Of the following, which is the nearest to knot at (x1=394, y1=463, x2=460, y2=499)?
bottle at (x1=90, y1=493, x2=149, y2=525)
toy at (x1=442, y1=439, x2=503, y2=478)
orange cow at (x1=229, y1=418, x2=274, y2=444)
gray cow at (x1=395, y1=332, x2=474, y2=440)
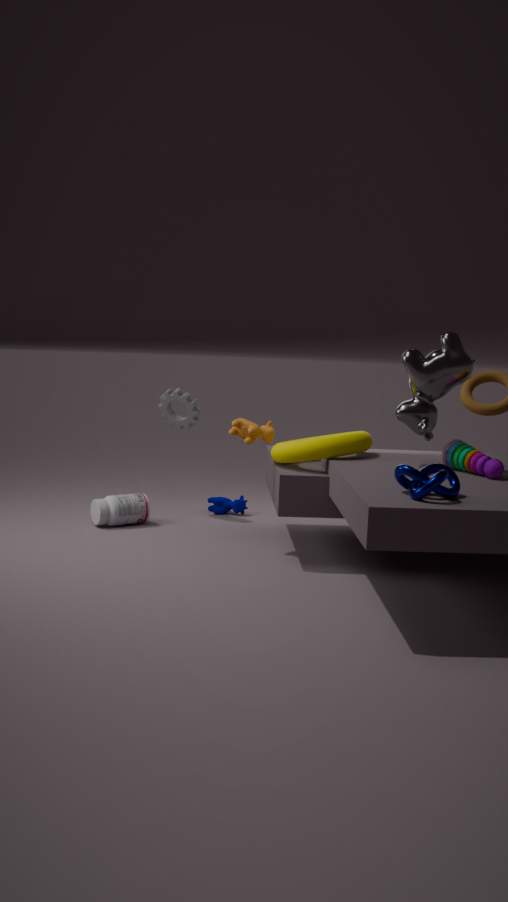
toy at (x1=442, y1=439, x2=503, y2=478)
